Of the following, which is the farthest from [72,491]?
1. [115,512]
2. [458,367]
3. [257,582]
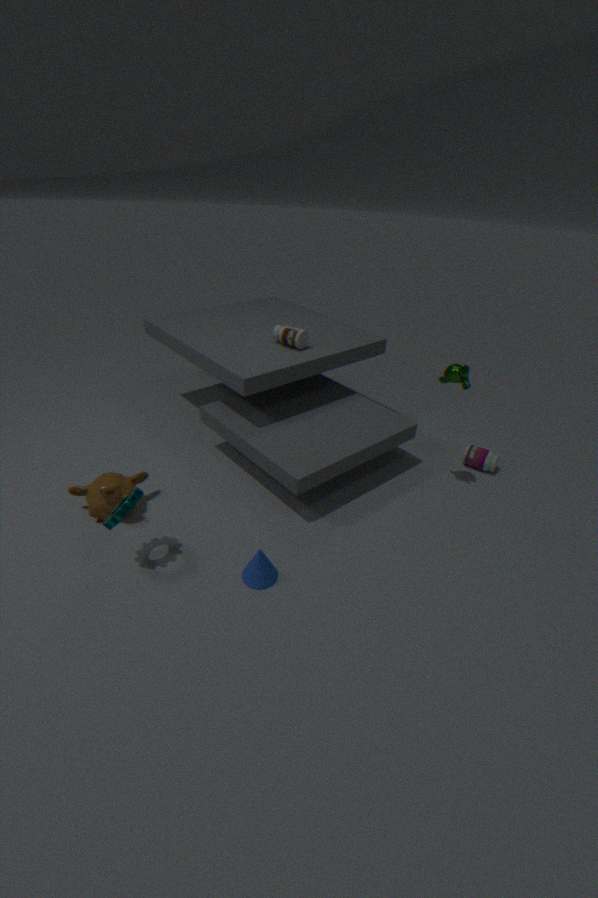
[458,367]
